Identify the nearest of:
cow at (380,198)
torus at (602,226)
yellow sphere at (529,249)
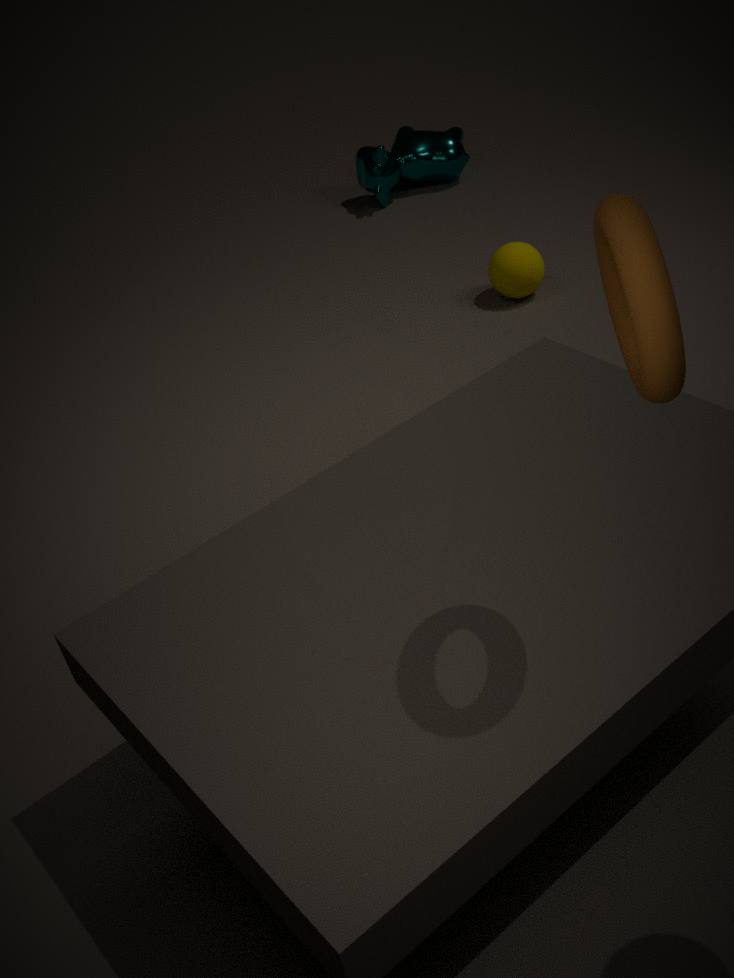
torus at (602,226)
